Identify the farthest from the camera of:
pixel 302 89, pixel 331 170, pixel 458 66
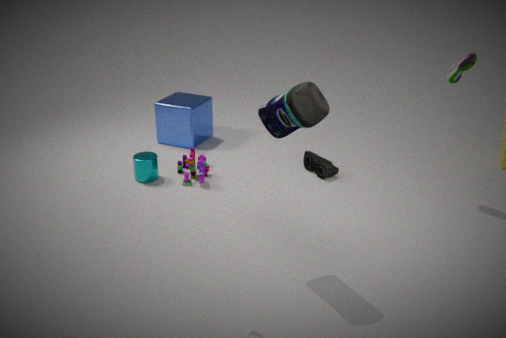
pixel 331 170
